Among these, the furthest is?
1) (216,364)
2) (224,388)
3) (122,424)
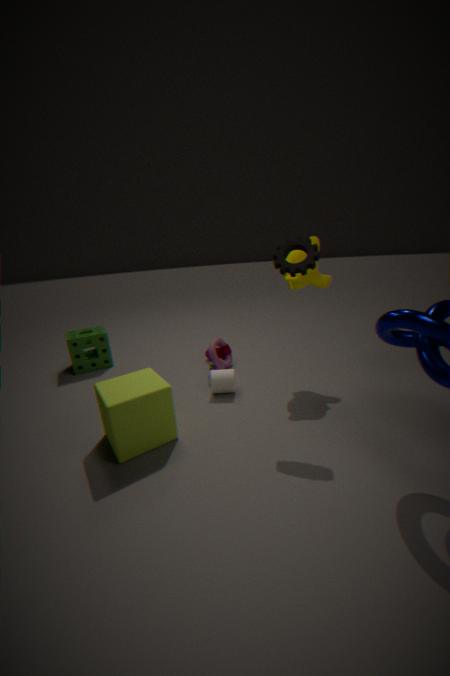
1. (216,364)
